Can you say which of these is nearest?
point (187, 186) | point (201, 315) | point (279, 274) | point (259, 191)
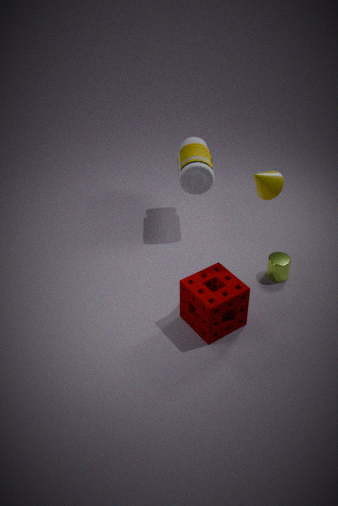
point (259, 191)
